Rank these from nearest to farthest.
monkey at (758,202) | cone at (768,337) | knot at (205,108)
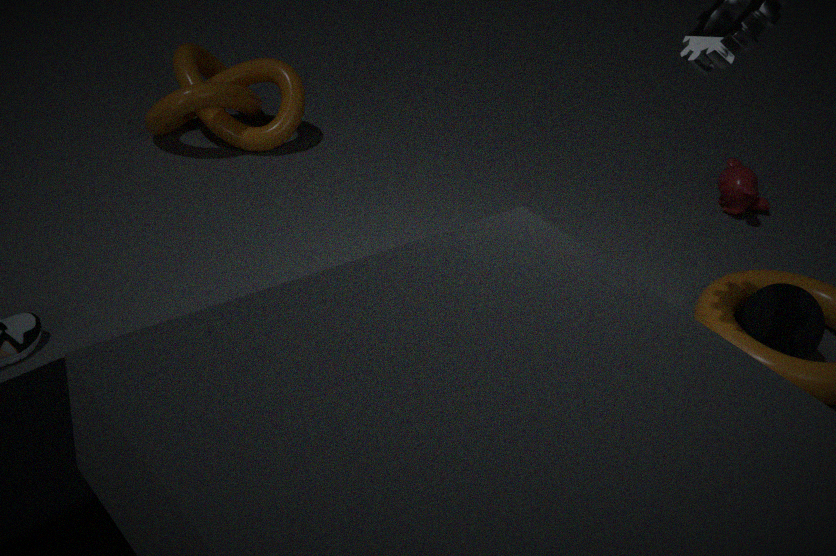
cone at (768,337), knot at (205,108), monkey at (758,202)
